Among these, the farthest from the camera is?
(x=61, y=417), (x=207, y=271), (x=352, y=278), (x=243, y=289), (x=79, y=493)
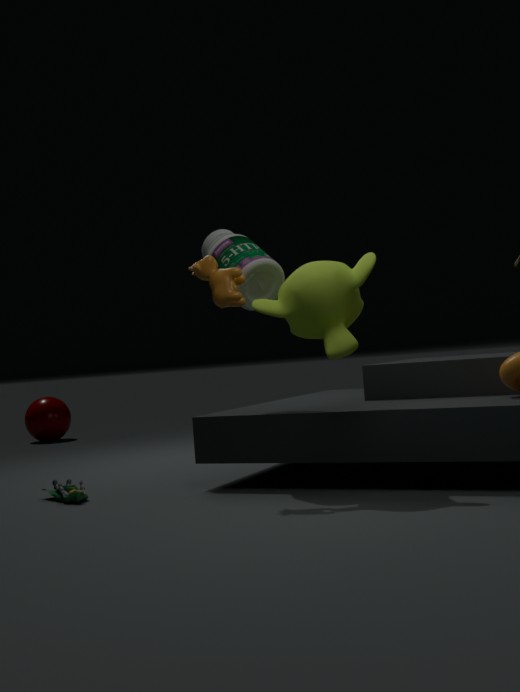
(x=61, y=417)
